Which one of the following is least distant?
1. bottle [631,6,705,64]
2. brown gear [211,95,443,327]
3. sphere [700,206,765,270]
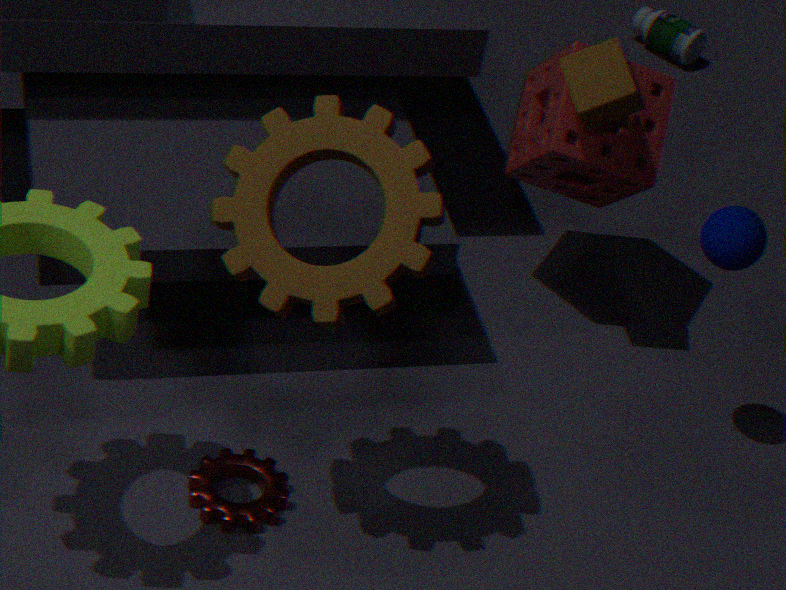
brown gear [211,95,443,327]
